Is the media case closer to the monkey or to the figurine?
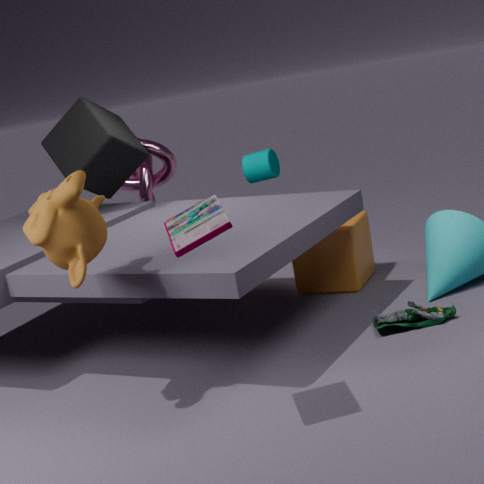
the monkey
